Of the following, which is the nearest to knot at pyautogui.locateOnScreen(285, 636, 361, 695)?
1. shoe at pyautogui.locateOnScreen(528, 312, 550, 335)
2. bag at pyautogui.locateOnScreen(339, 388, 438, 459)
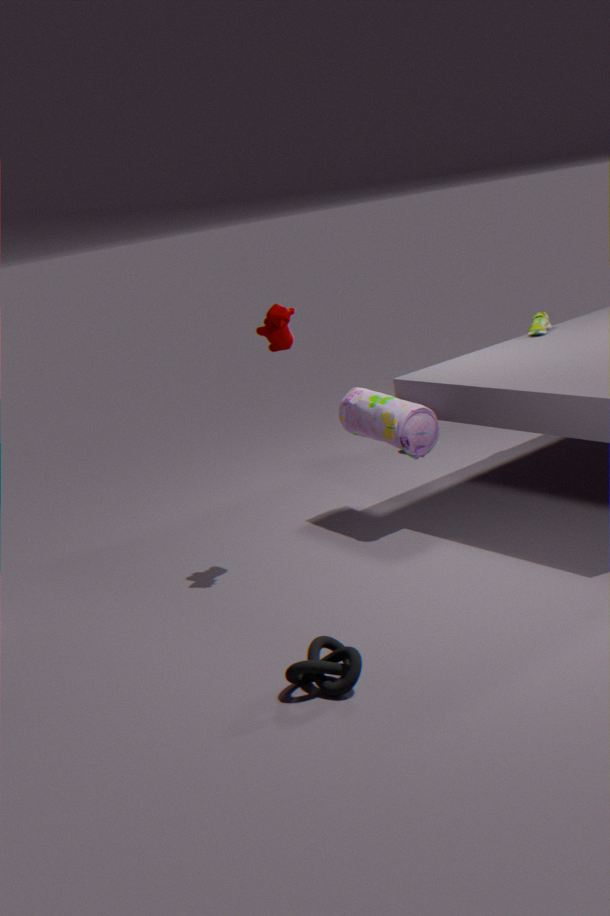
bag at pyautogui.locateOnScreen(339, 388, 438, 459)
